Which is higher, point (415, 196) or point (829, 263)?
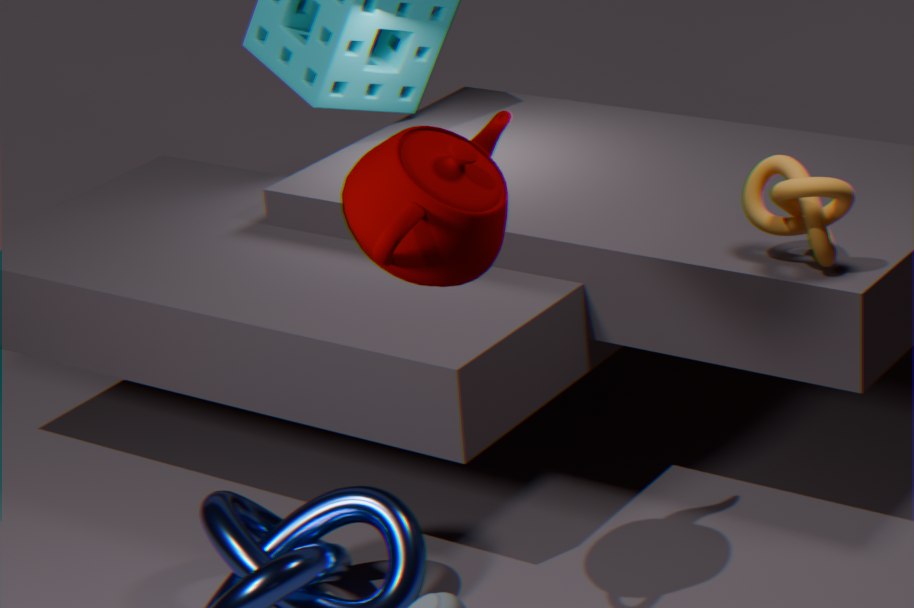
point (415, 196)
